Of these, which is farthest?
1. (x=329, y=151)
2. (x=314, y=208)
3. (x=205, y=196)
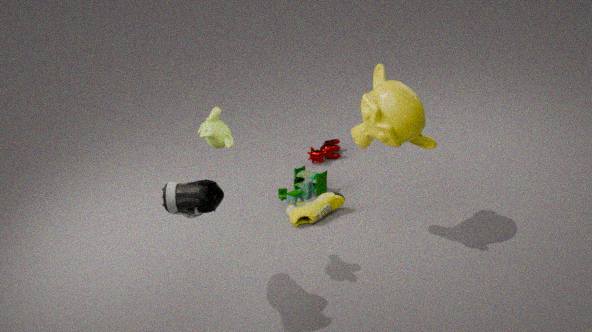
(x=329, y=151)
